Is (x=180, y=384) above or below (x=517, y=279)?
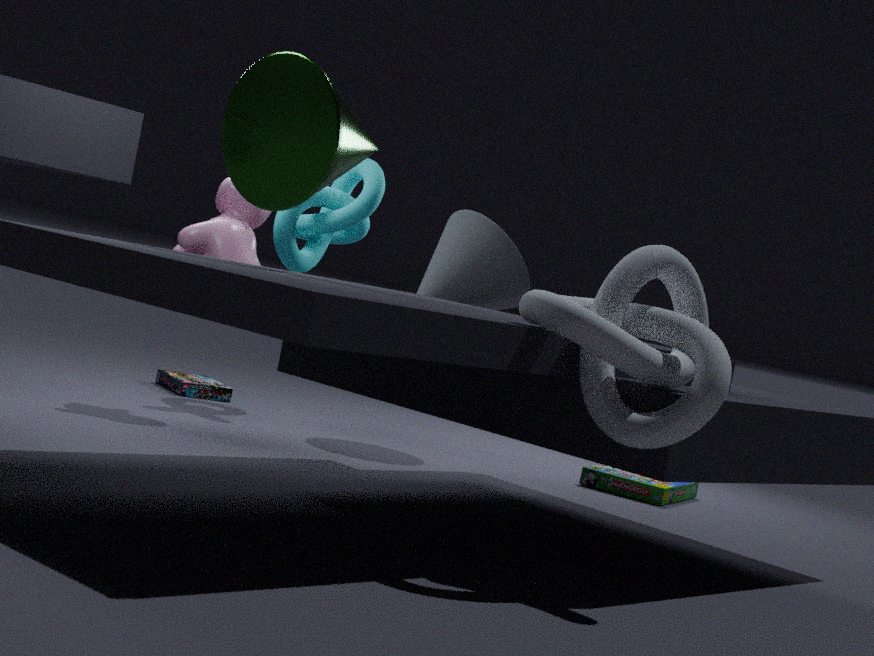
below
